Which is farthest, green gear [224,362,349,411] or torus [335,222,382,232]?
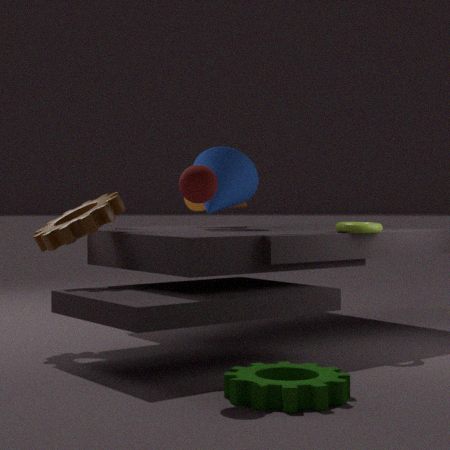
torus [335,222,382,232]
